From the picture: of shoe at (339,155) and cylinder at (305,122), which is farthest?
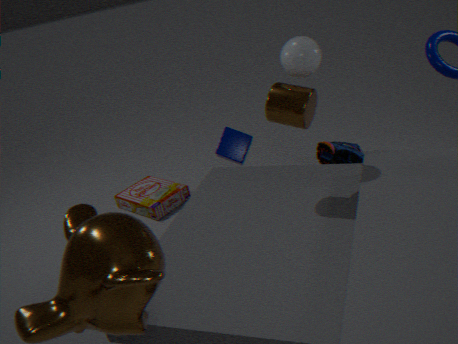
shoe at (339,155)
